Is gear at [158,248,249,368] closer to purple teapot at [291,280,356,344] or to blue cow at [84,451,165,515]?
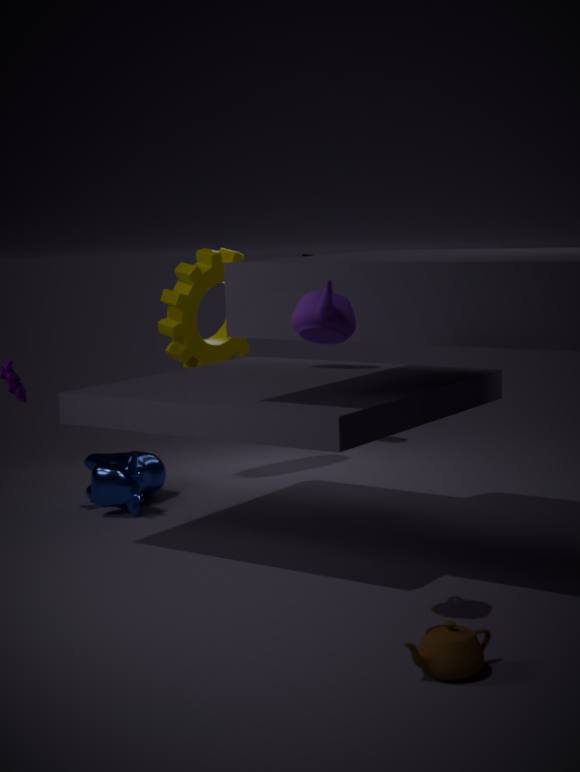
blue cow at [84,451,165,515]
